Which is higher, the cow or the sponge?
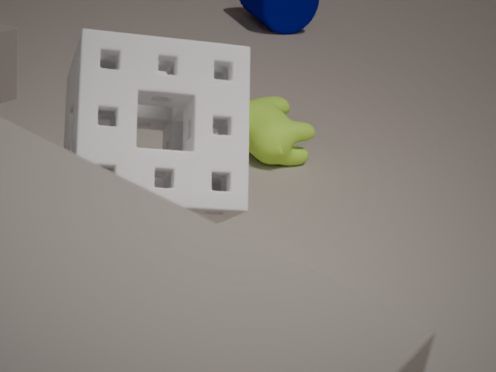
the sponge
